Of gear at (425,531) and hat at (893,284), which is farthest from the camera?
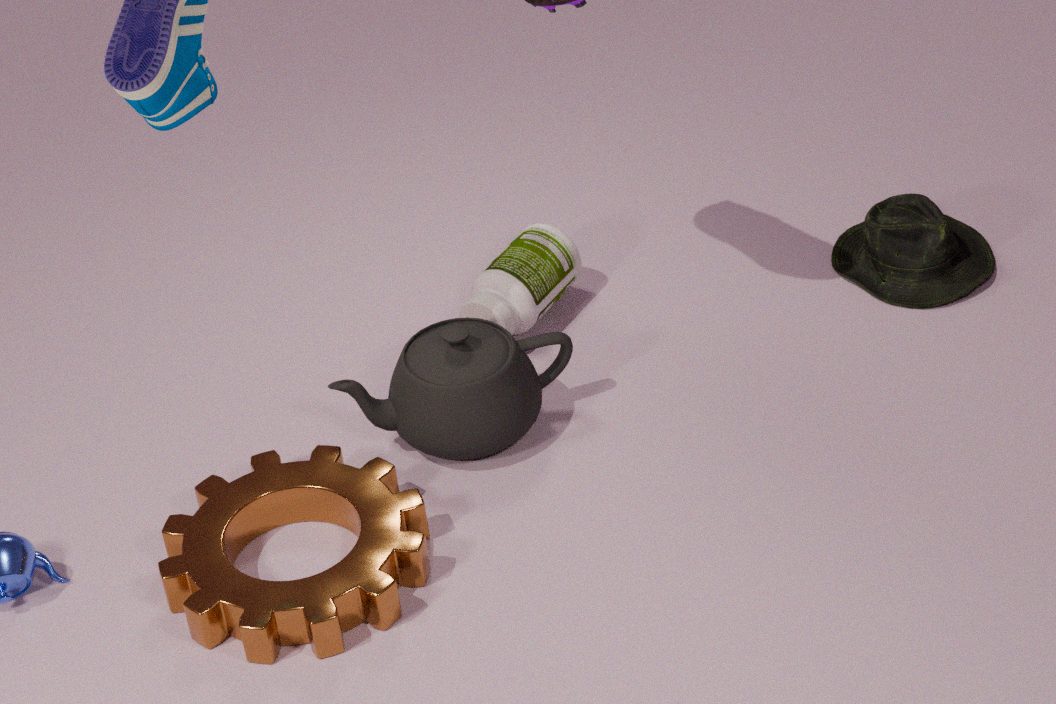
hat at (893,284)
